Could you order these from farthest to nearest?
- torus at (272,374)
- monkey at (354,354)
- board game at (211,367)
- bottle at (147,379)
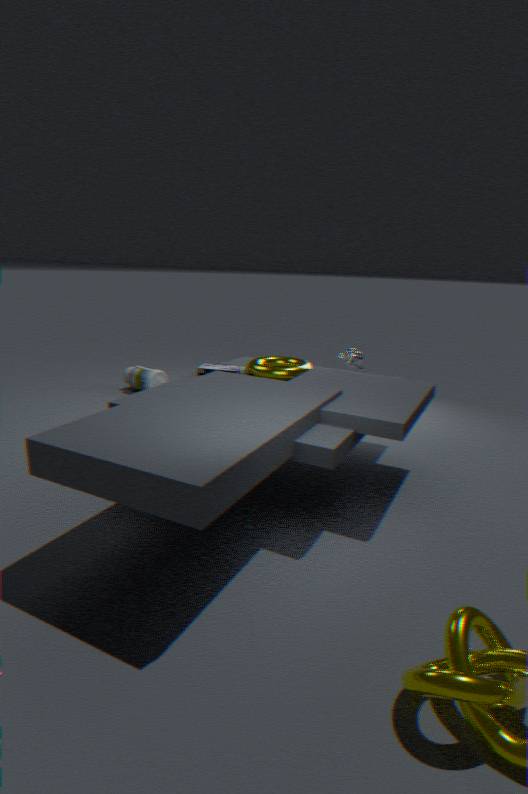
bottle at (147,379)
monkey at (354,354)
board game at (211,367)
torus at (272,374)
